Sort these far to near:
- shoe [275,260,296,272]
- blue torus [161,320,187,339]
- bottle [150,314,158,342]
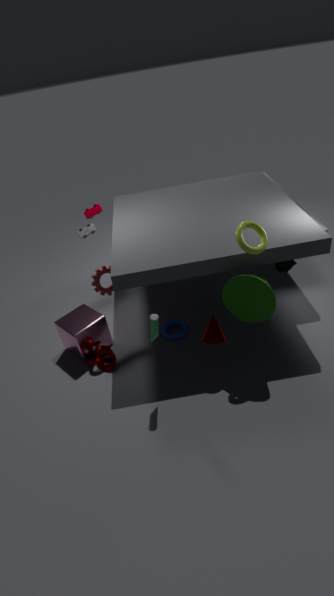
1. blue torus [161,320,187,339]
2. shoe [275,260,296,272]
3. bottle [150,314,158,342]
